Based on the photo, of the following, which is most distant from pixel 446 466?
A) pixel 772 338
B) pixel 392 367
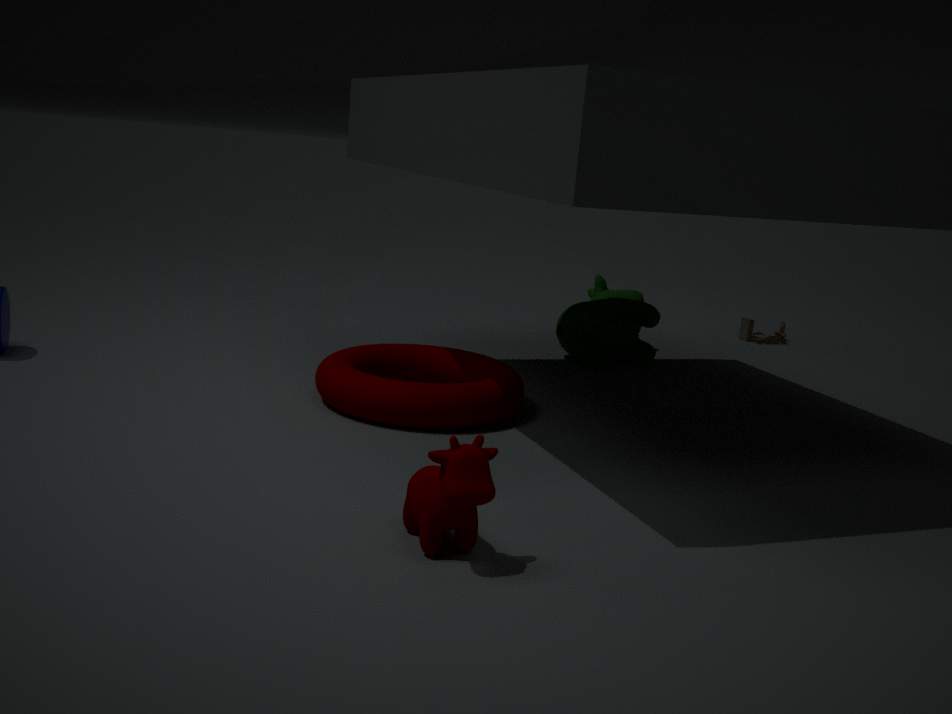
pixel 772 338
